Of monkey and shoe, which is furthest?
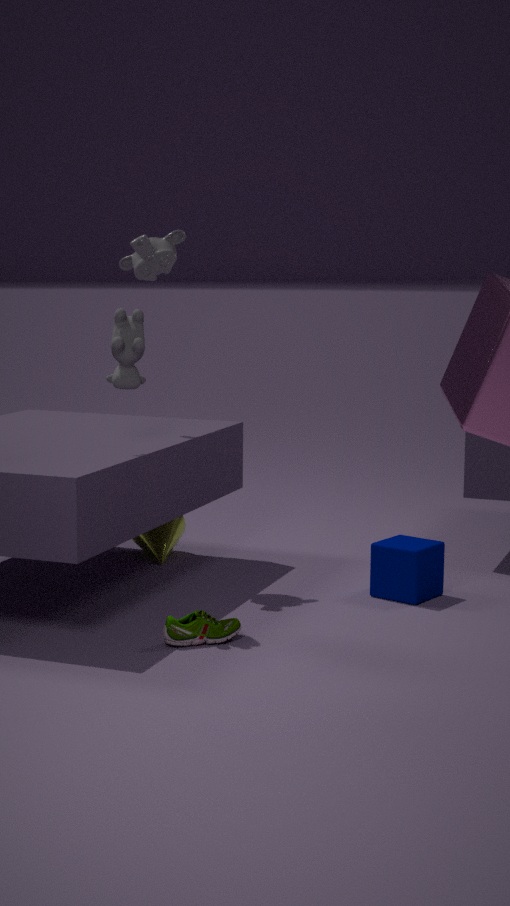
monkey
